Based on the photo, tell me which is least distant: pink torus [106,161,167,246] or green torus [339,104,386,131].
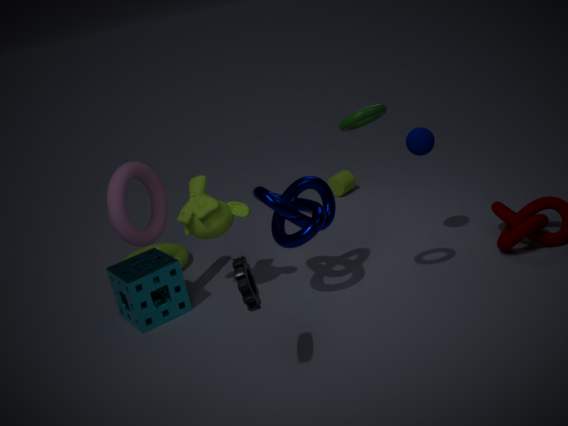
green torus [339,104,386,131]
